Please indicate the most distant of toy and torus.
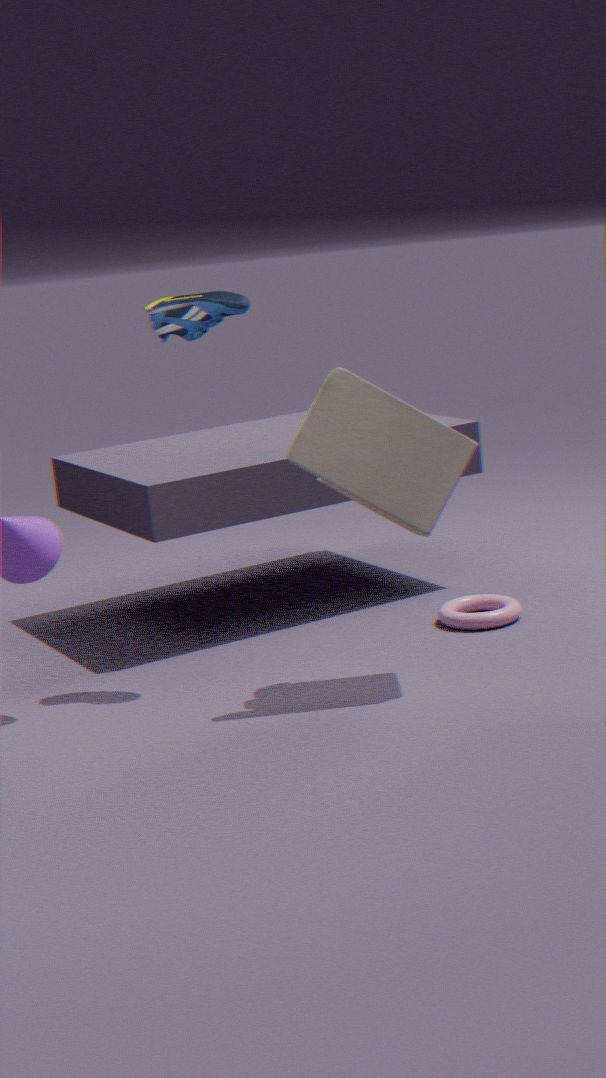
torus
